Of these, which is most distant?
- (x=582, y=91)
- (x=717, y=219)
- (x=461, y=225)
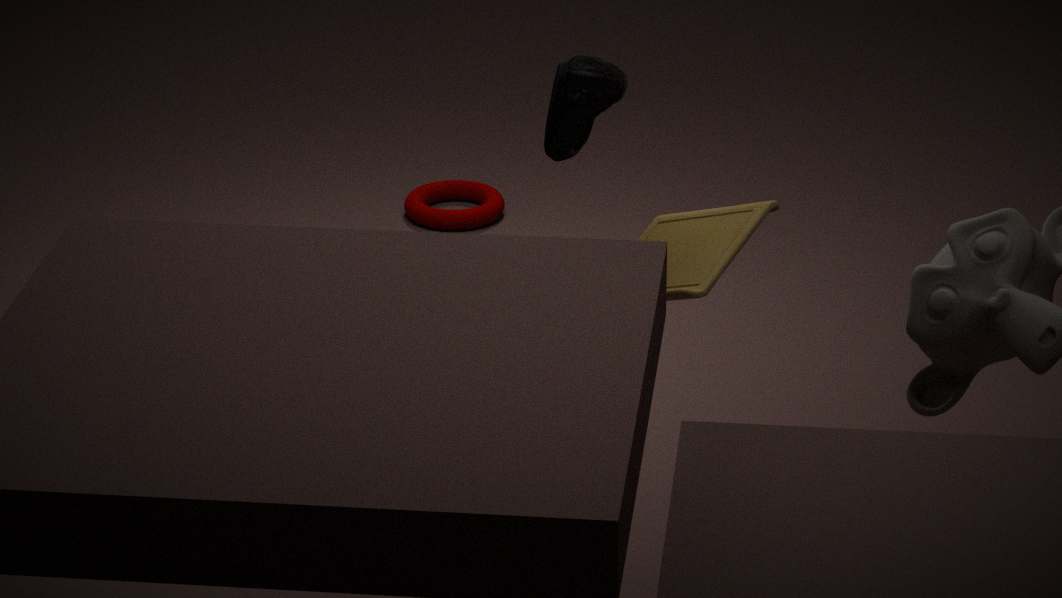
(x=461, y=225)
